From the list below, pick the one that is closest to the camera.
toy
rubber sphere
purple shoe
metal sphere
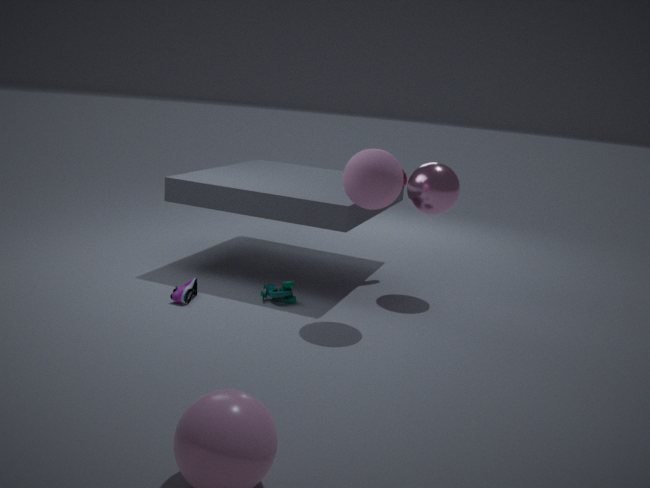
rubber sphere
